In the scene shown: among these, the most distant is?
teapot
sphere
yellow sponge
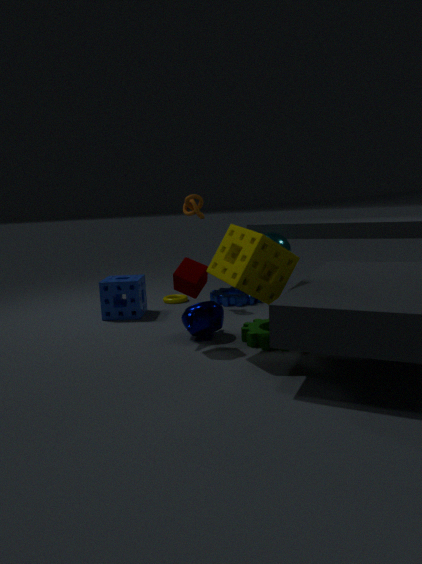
sphere
